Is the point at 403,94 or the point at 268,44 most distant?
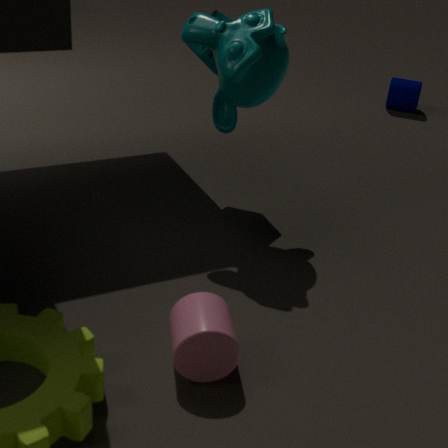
the point at 403,94
